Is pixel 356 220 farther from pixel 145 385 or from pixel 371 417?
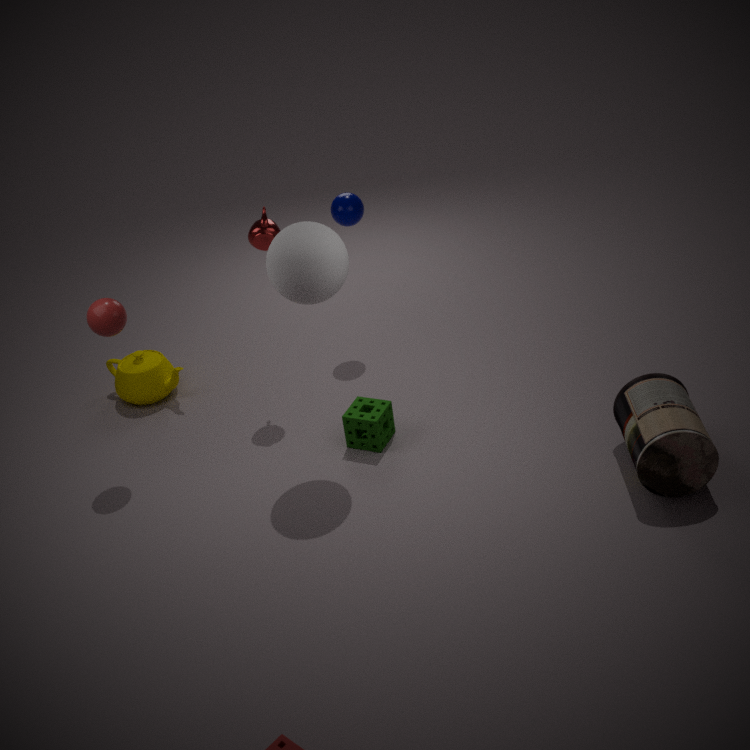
pixel 145 385
